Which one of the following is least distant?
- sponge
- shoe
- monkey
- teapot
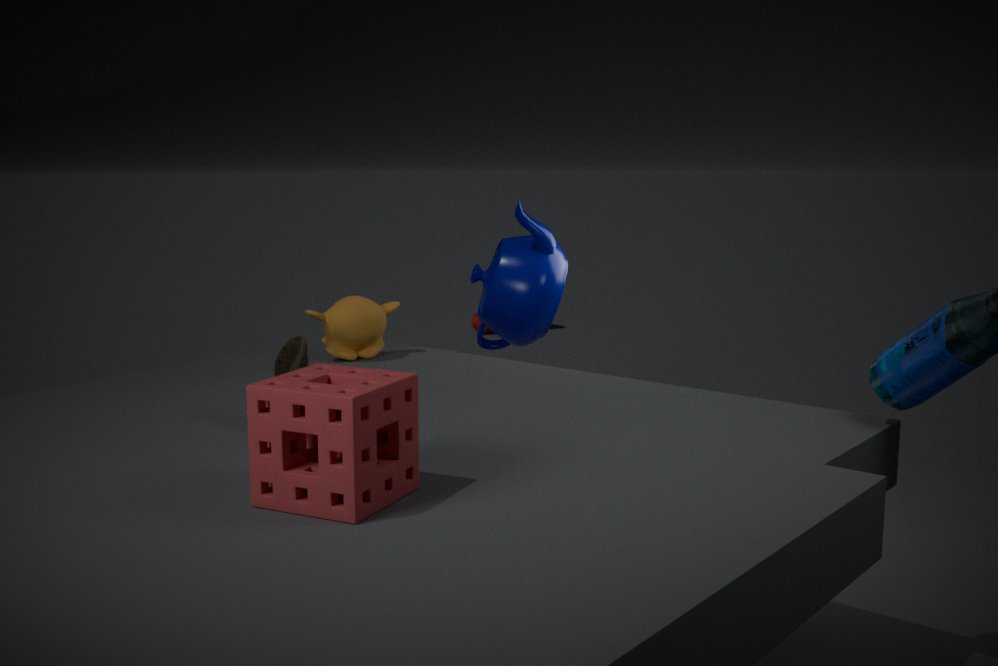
sponge
